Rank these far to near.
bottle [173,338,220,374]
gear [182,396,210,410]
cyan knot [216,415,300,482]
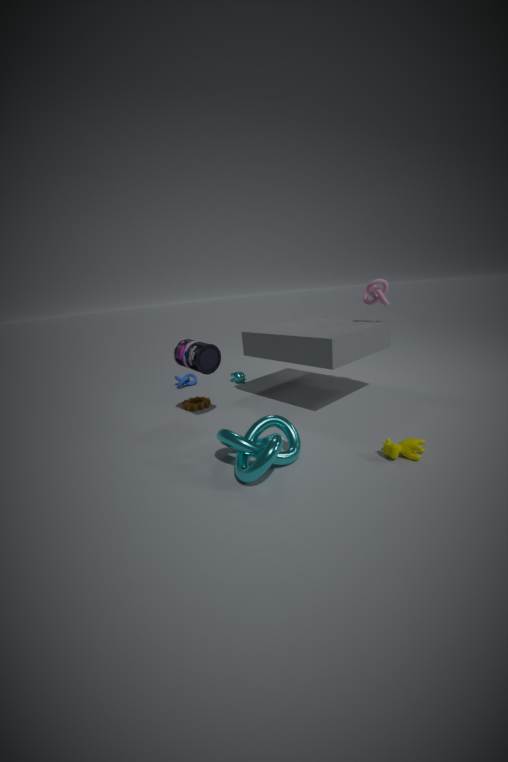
1. gear [182,396,210,410]
2. bottle [173,338,220,374]
3. cyan knot [216,415,300,482]
